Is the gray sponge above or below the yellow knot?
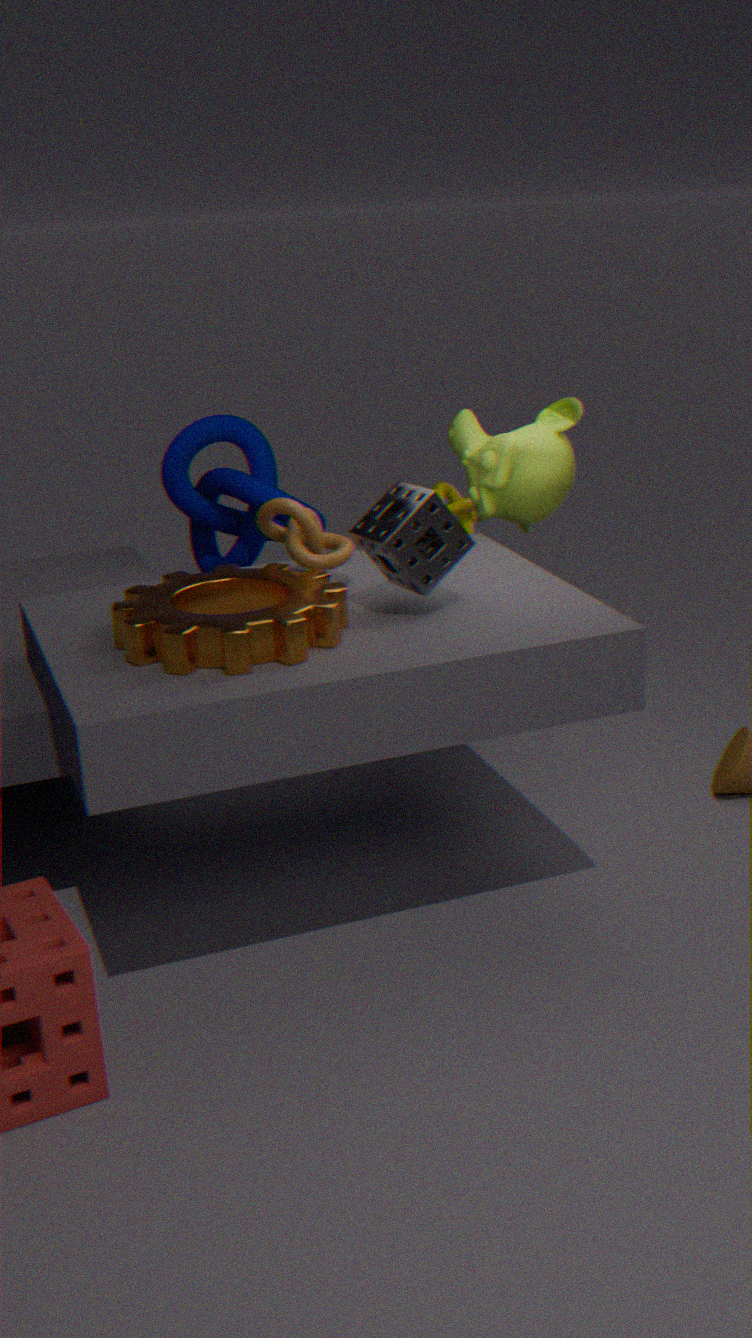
above
